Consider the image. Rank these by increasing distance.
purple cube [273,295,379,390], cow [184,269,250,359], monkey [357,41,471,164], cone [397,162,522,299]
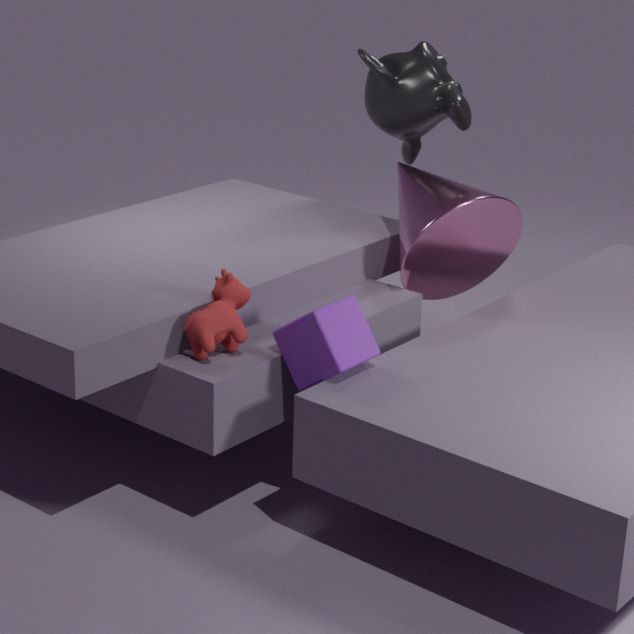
1. purple cube [273,295,379,390]
2. cow [184,269,250,359]
3. cone [397,162,522,299]
4. monkey [357,41,471,164]
